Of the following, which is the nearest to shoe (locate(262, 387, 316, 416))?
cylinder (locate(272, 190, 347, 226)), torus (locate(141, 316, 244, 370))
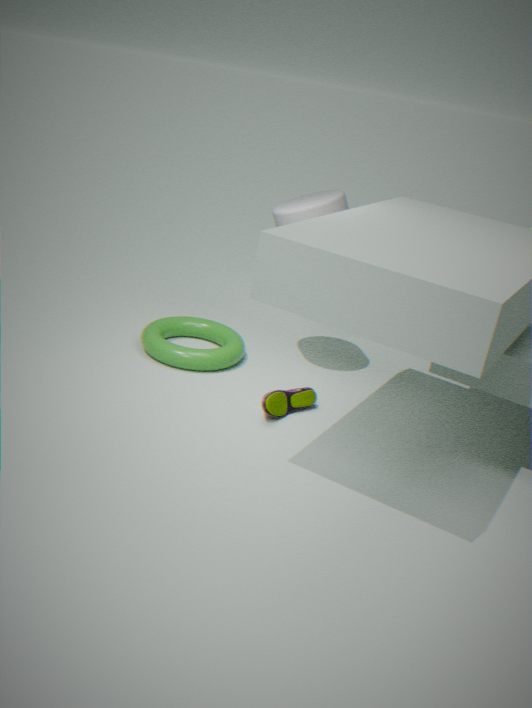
torus (locate(141, 316, 244, 370))
